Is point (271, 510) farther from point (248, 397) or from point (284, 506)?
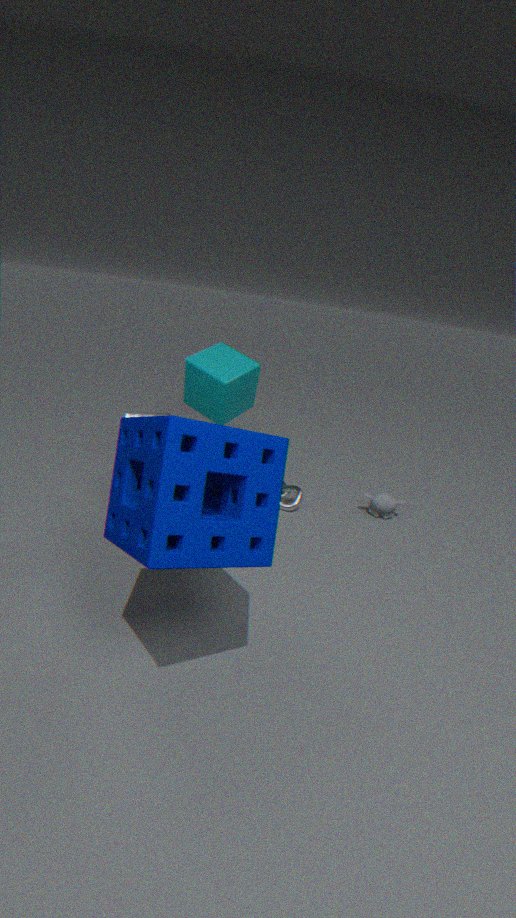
point (248, 397)
